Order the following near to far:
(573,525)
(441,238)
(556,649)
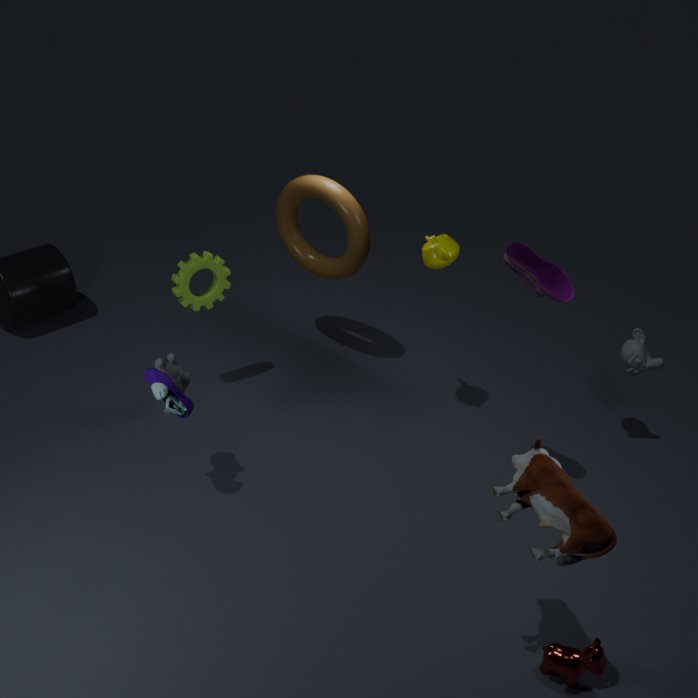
1. (573,525)
2. (556,649)
3. (441,238)
